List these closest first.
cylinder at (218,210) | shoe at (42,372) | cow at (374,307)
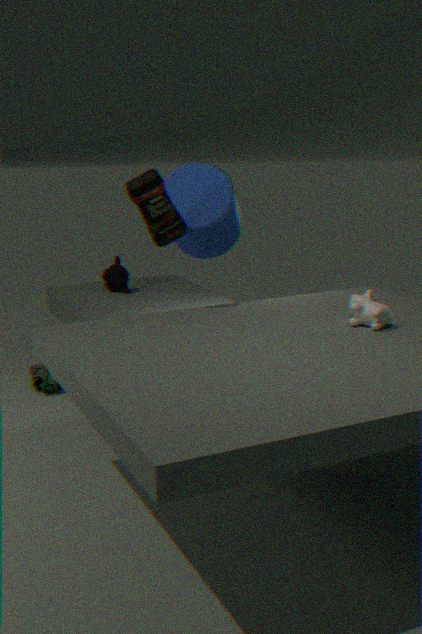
cow at (374,307) < cylinder at (218,210) < shoe at (42,372)
